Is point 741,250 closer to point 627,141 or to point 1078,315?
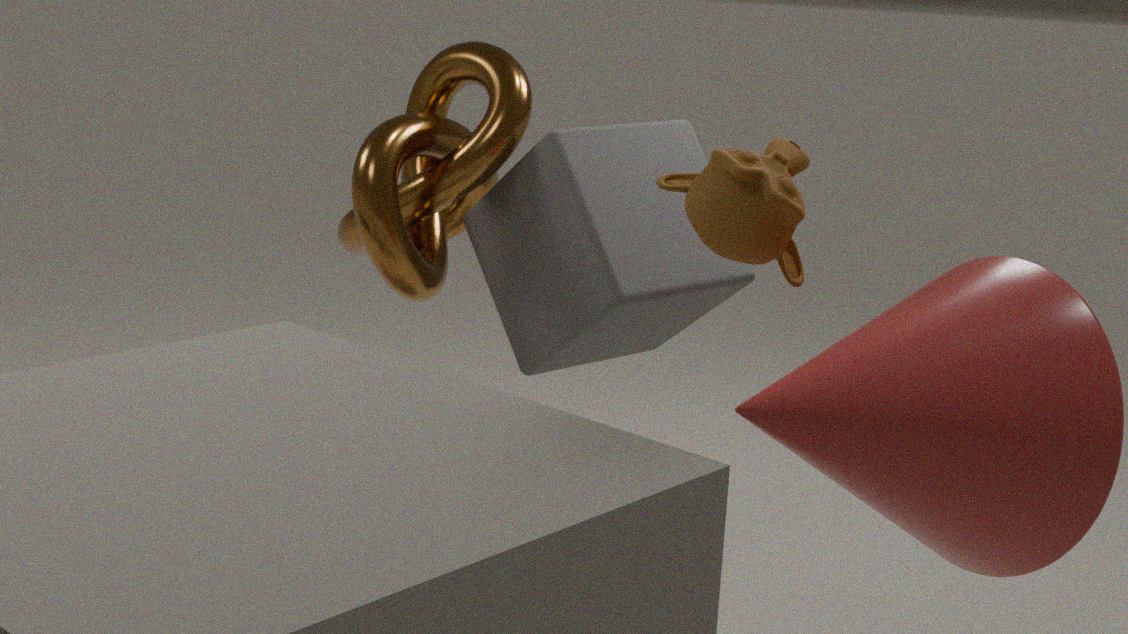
point 1078,315
